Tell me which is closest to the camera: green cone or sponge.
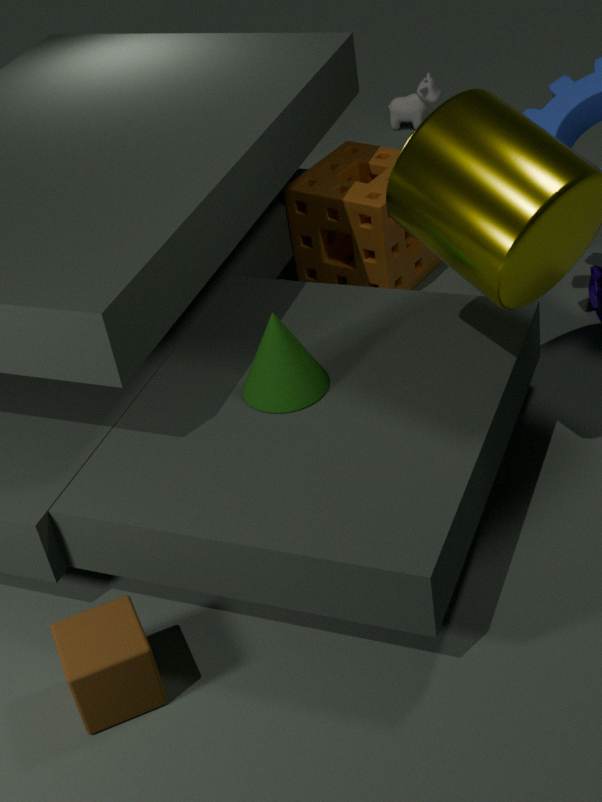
green cone
